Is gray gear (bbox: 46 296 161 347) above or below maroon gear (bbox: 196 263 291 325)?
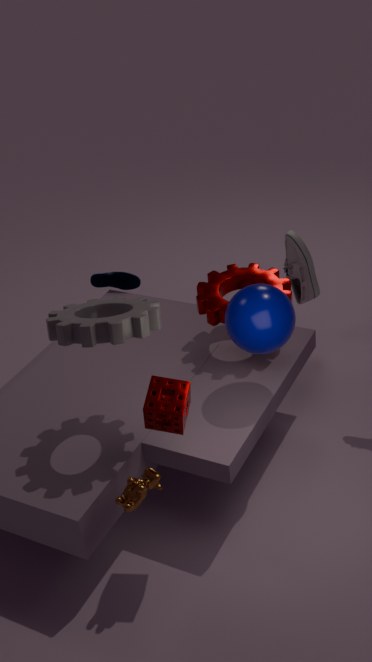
above
